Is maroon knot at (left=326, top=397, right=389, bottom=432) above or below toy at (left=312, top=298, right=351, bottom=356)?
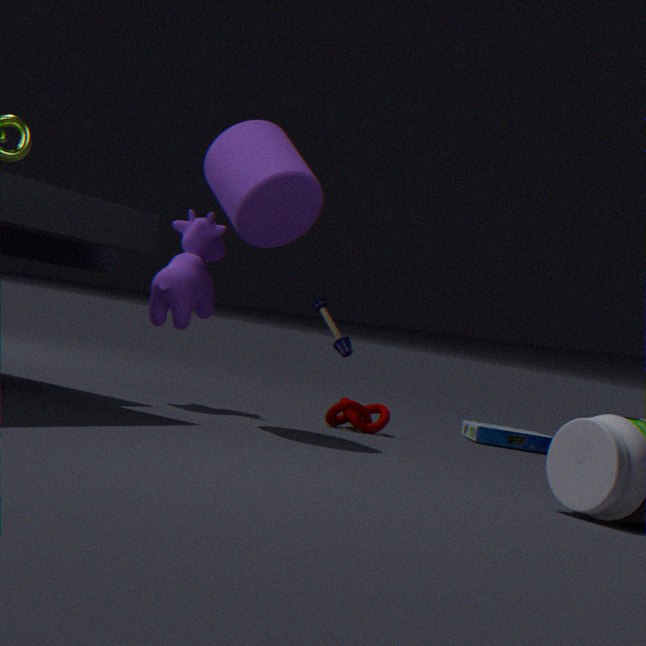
below
